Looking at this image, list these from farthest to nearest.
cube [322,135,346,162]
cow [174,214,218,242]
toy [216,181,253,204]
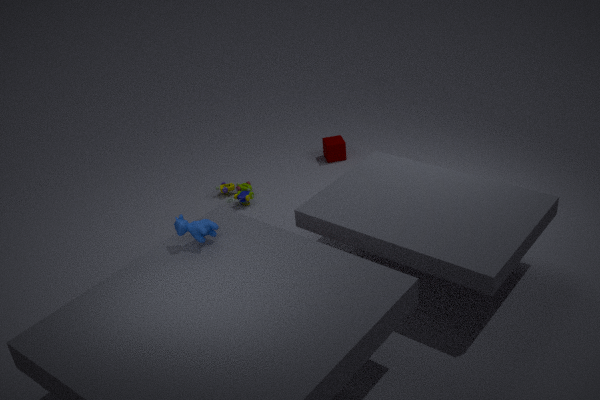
cube [322,135,346,162], toy [216,181,253,204], cow [174,214,218,242]
